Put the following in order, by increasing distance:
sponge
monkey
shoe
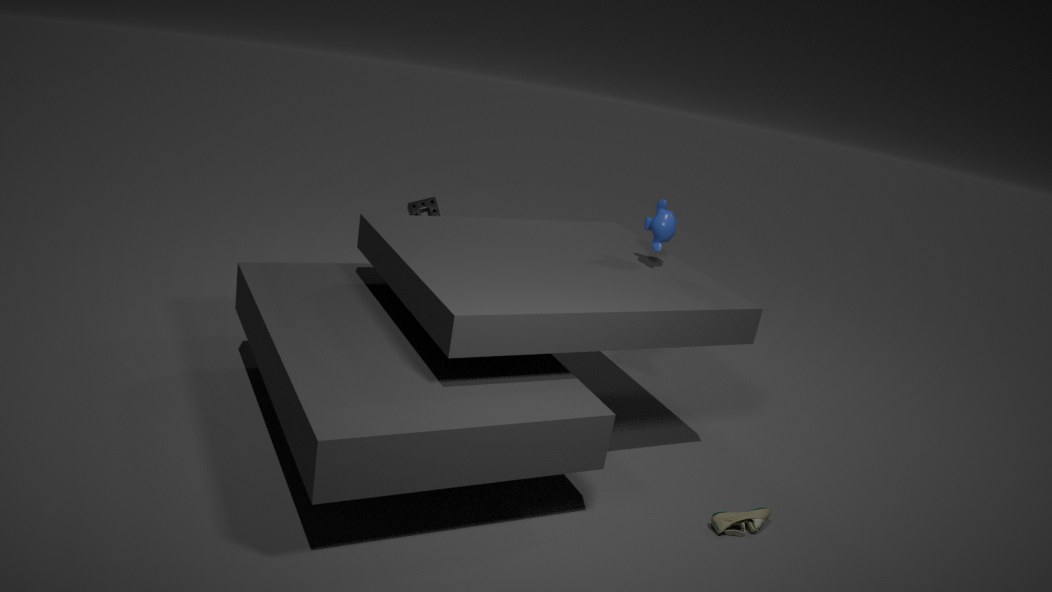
shoe
monkey
sponge
